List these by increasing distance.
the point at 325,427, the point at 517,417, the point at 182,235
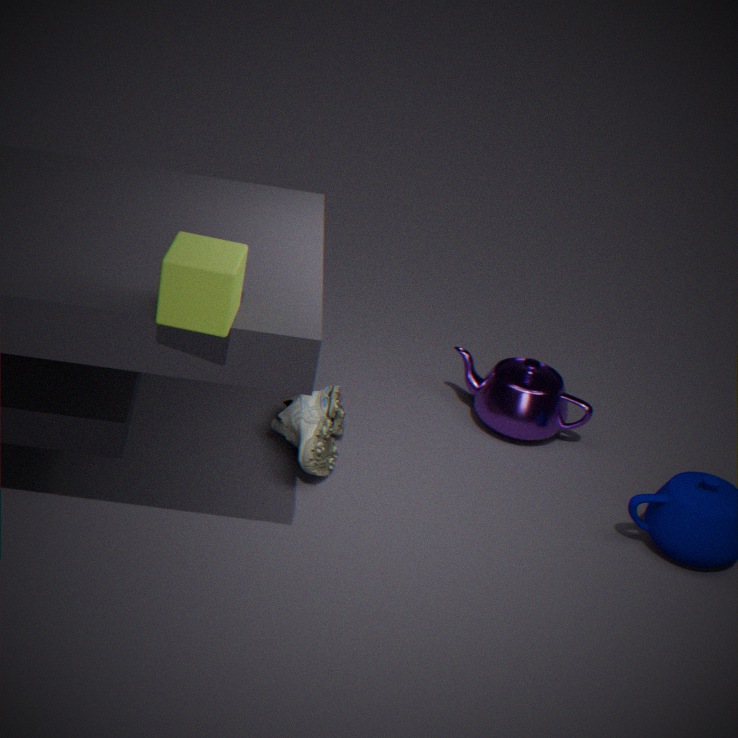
the point at 182,235
the point at 325,427
the point at 517,417
